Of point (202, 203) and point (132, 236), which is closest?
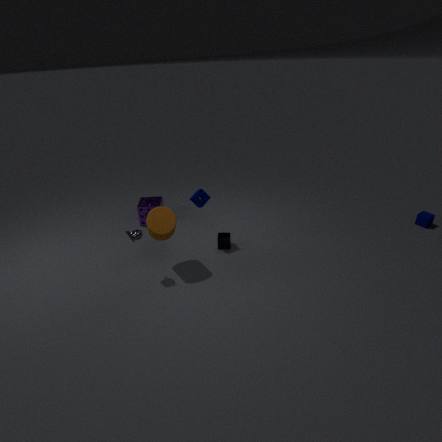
point (132, 236)
